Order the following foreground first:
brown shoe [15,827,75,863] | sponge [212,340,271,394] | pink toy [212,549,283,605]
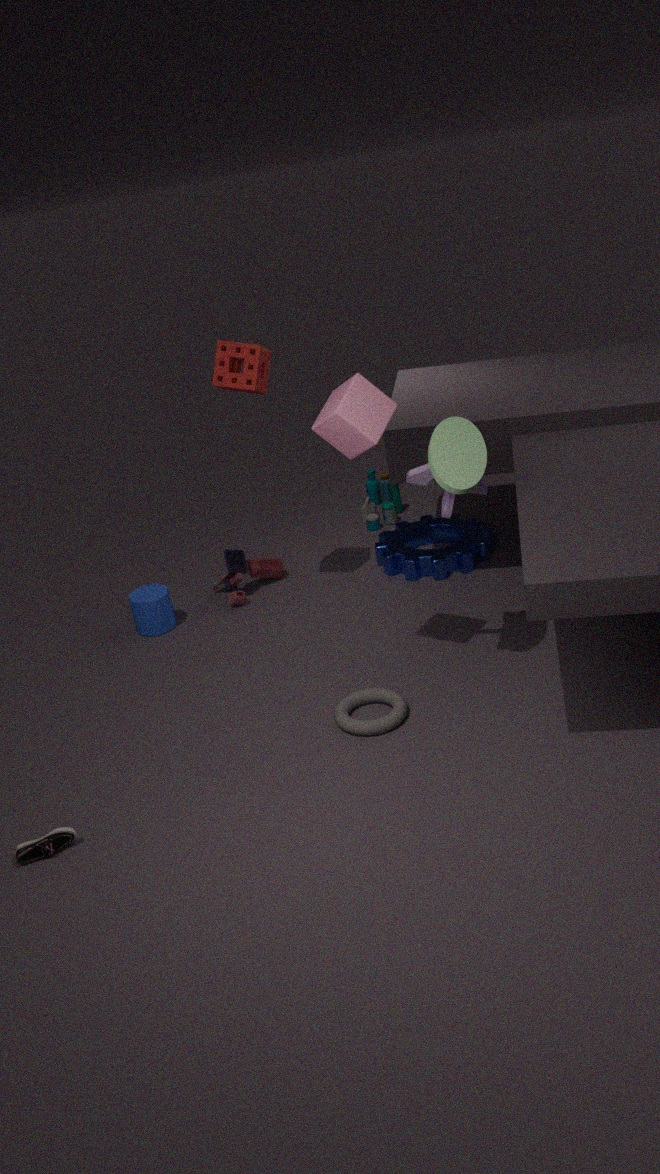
brown shoe [15,827,75,863] → sponge [212,340,271,394] → pink toy [212,549,283,605]
